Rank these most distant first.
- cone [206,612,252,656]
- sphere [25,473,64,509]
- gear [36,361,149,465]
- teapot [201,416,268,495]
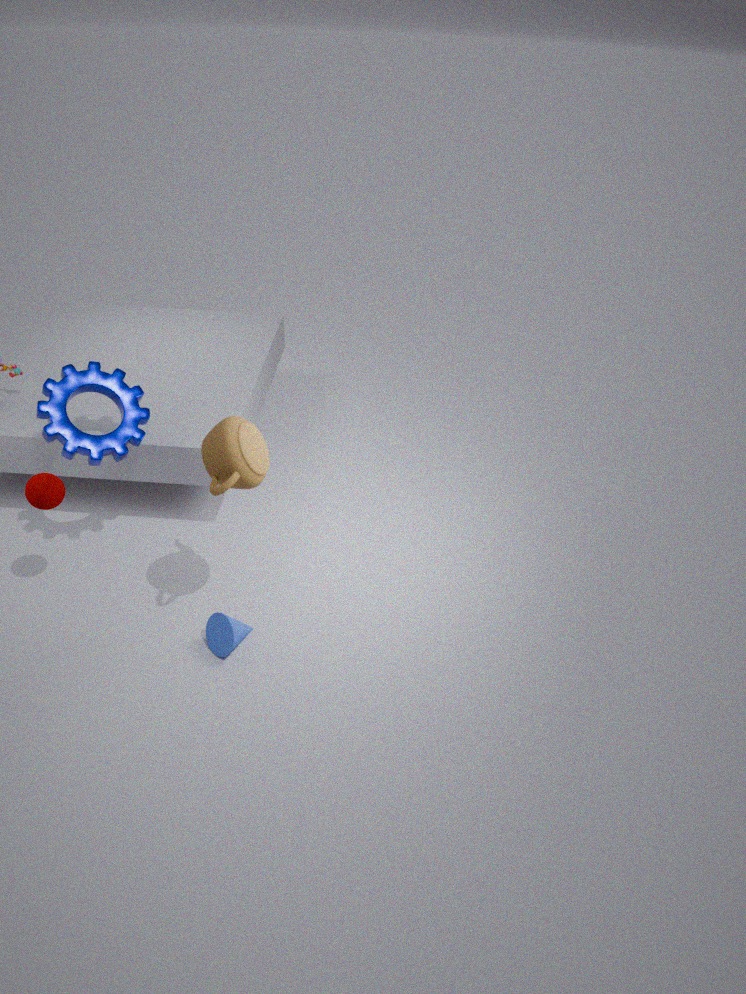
gear [36,361,149,465], cone [206,612,252,656], sphere [25,473,64,509], teapot [201,416,268,495]
